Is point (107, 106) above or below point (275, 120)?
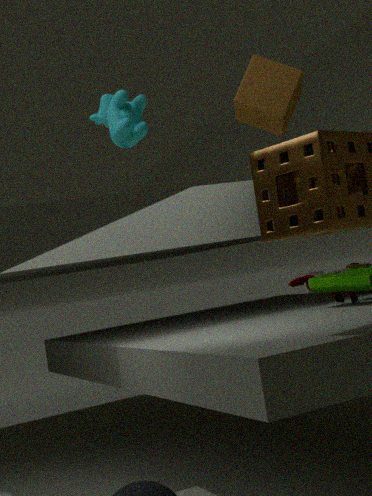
below
